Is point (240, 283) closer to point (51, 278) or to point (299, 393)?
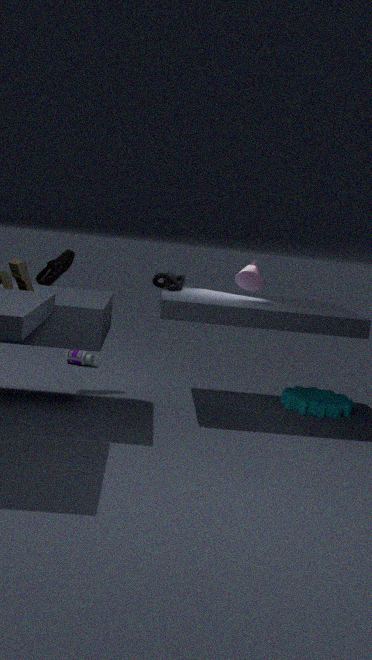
point (299, 393)
